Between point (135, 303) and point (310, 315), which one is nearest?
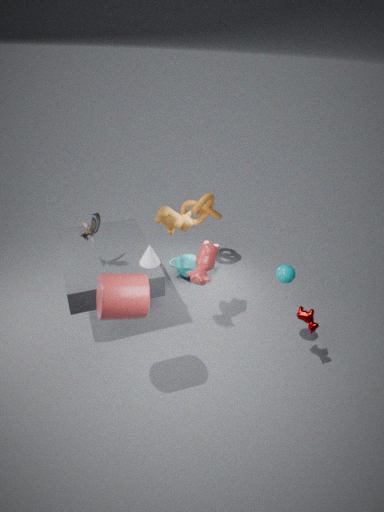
point (135, 303)
